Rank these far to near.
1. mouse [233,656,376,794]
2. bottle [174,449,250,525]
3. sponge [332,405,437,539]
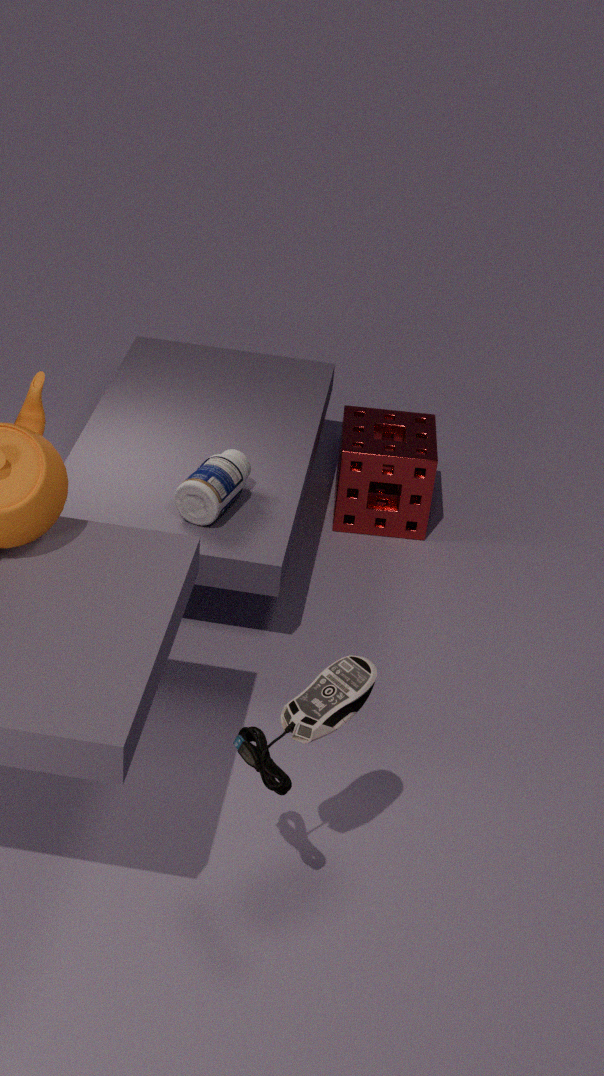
sponge [332,405,437,539] < bottle [174,449,250,525] < mouse [233,656,376,794]
